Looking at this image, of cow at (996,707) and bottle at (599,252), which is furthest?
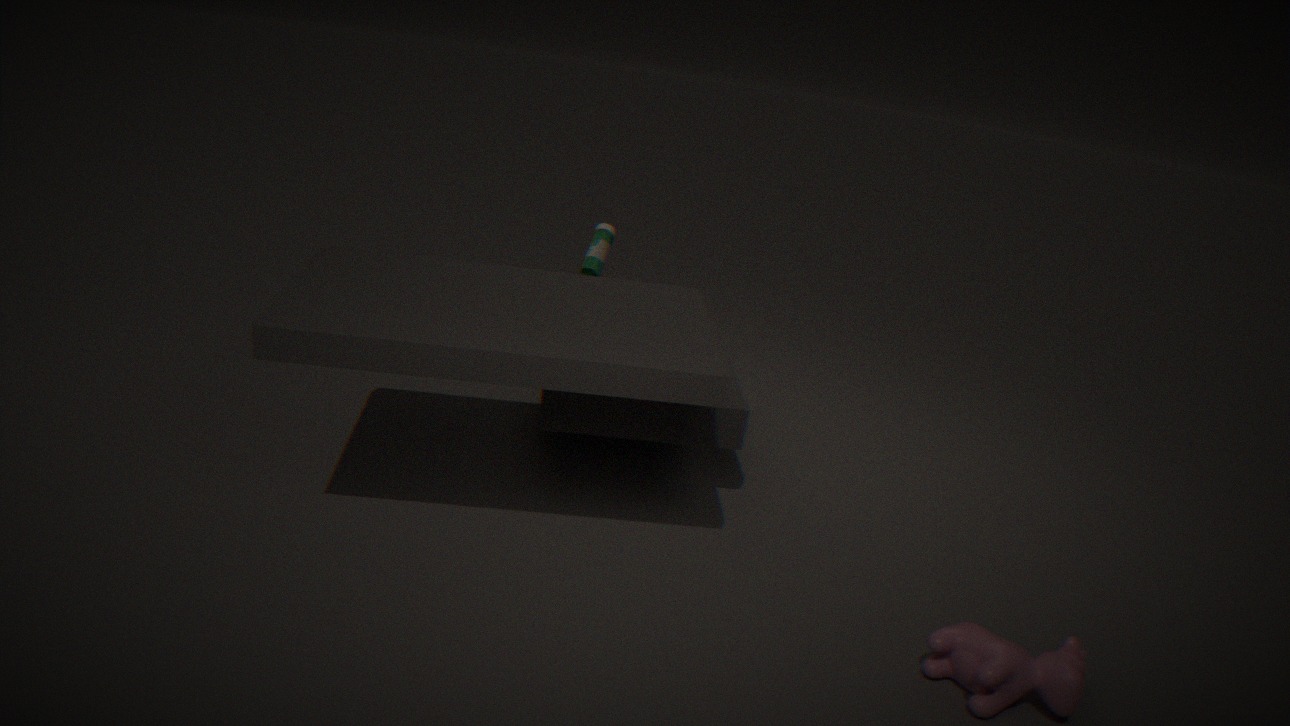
→ bottle at (599,252)
